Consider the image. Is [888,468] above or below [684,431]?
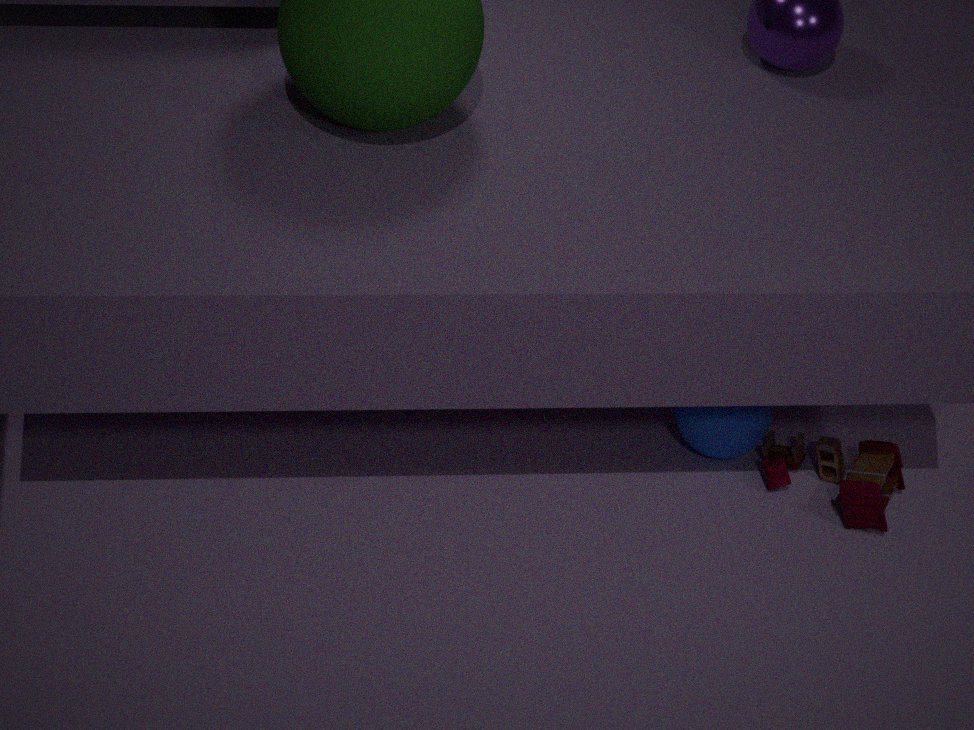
below
